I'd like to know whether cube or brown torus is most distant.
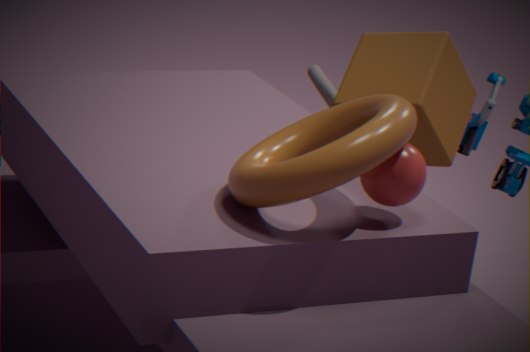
cube
